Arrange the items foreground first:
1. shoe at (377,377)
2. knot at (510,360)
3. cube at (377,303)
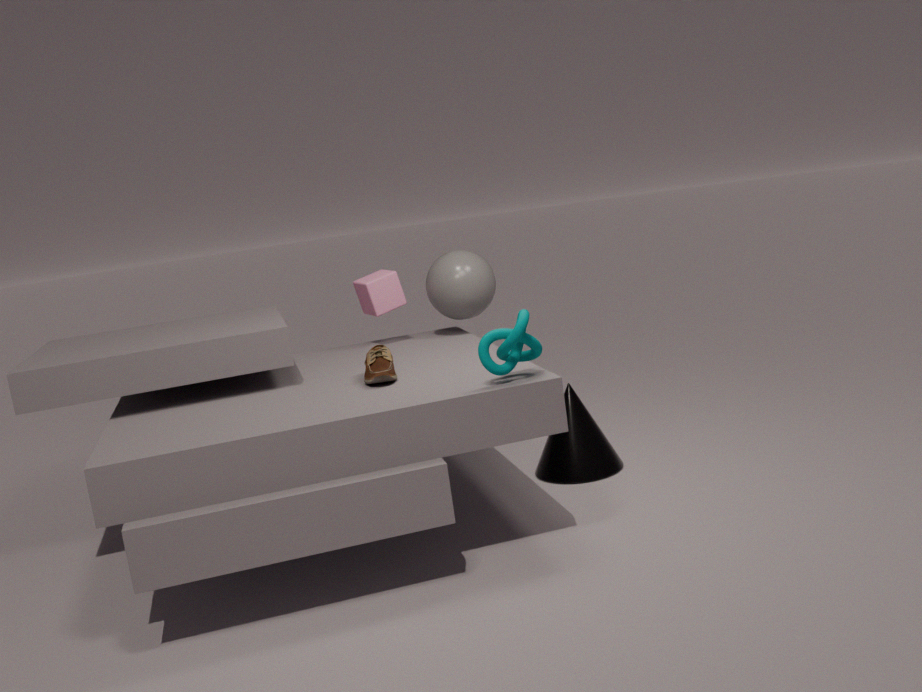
knot at (510,360) → shoe at (377,377) → cube at (377,303)
